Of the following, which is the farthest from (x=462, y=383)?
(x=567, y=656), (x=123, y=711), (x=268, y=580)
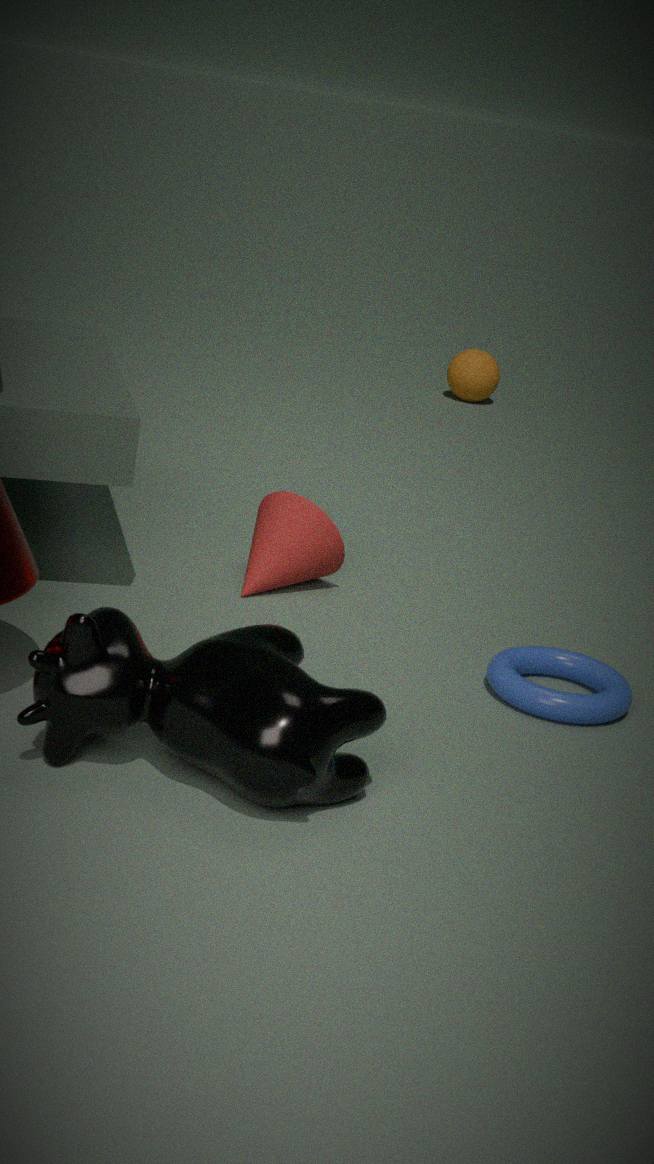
(x=123, y=711)
